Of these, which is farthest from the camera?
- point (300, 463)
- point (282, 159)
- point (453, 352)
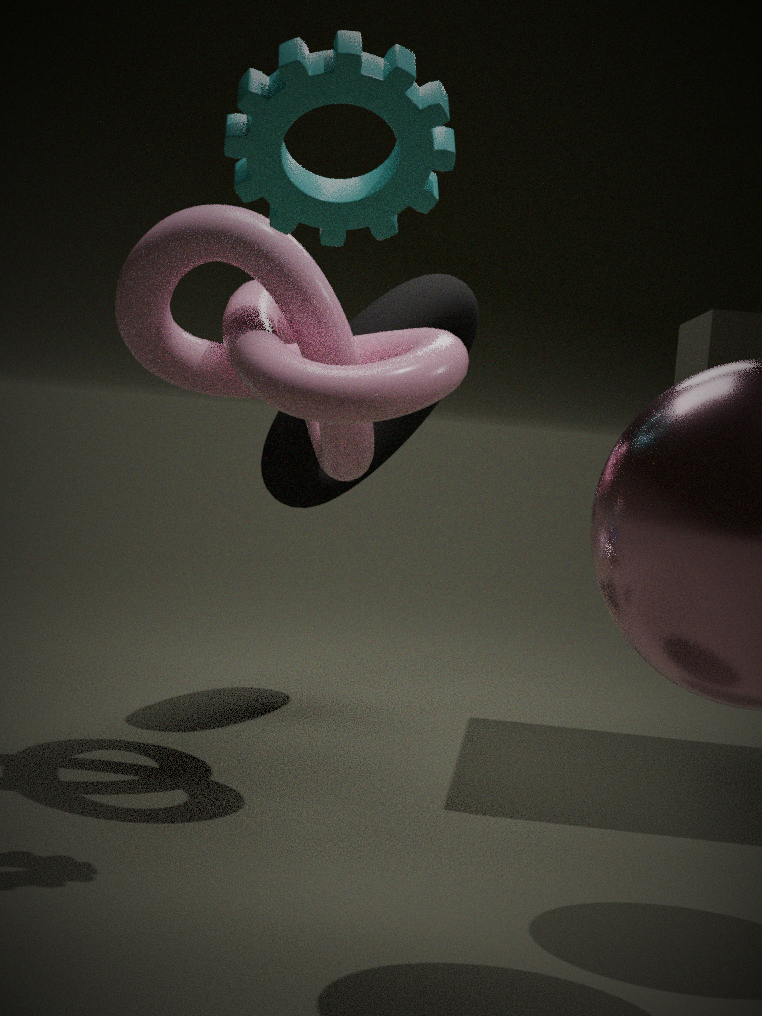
point (300, 463)
